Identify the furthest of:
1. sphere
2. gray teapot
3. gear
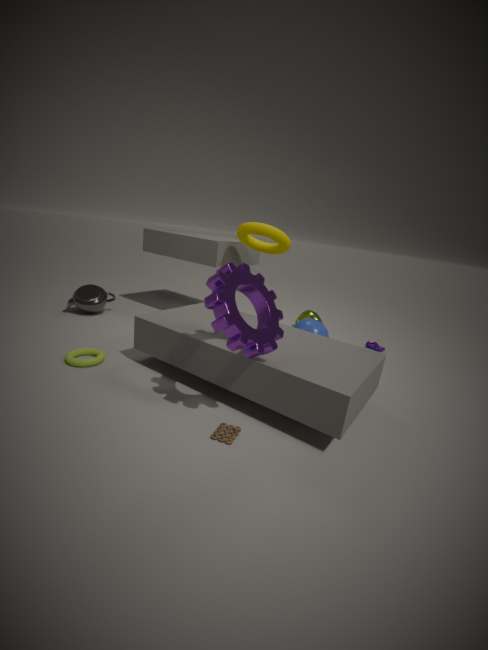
gray teapot
